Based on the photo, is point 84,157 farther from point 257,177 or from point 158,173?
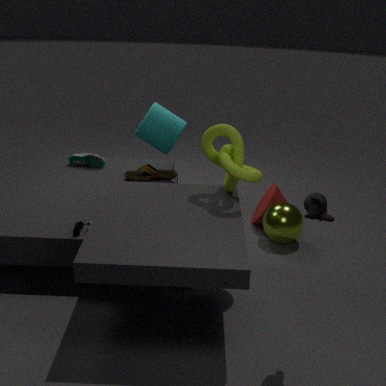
point 257,177
